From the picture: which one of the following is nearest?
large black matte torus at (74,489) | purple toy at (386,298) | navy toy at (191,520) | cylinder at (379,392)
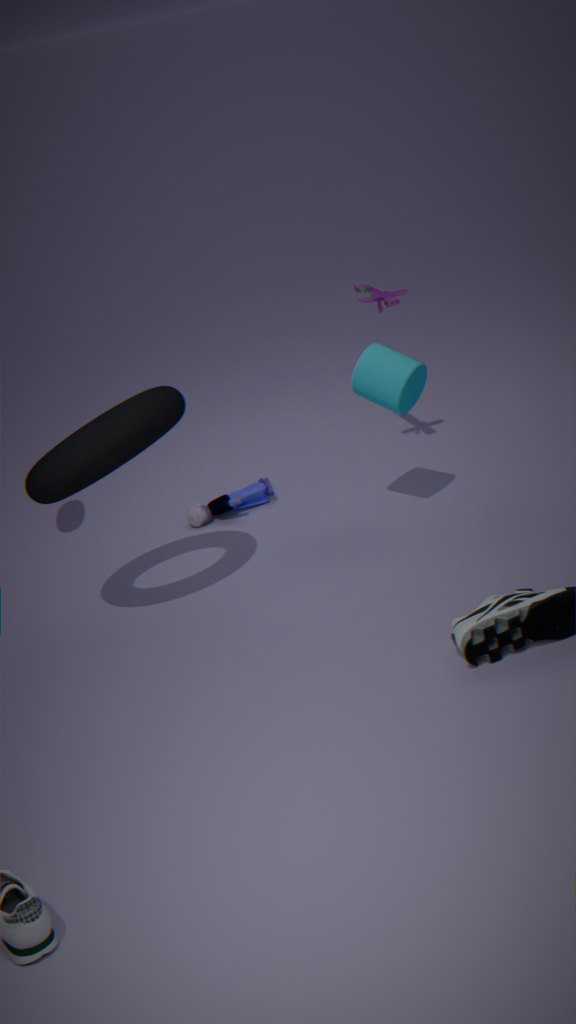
large black matte torus at (74,489)
